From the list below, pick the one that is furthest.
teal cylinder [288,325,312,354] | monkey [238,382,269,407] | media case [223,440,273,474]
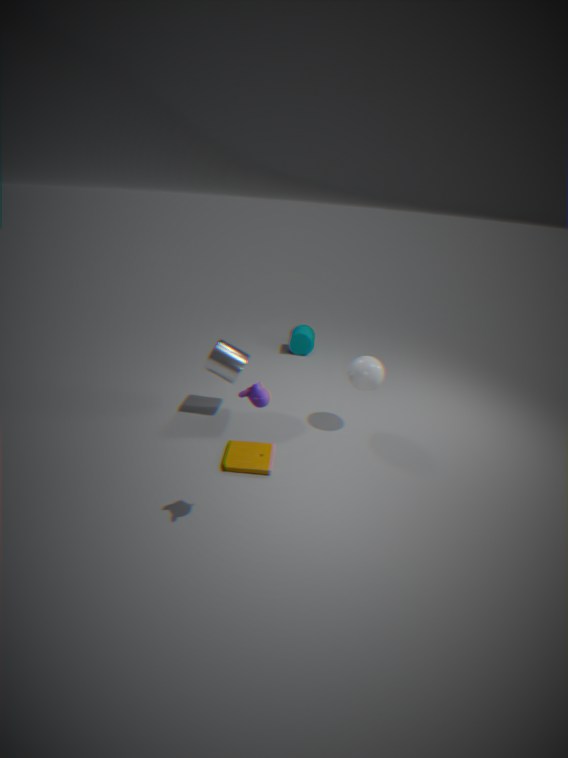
teal cylinder [288,325,312,354]
